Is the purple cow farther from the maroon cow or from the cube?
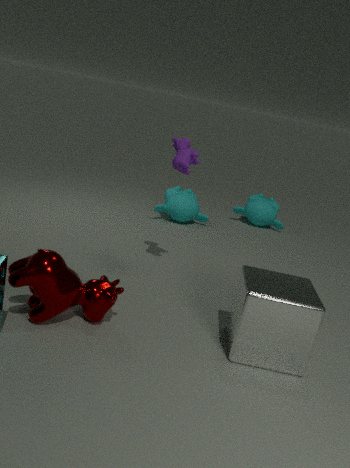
the maroon cow
